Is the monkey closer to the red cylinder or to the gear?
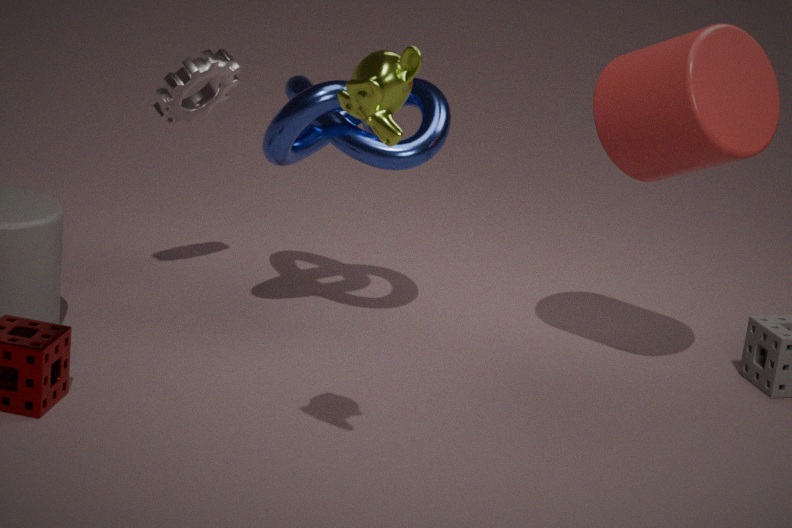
the red cylinder
